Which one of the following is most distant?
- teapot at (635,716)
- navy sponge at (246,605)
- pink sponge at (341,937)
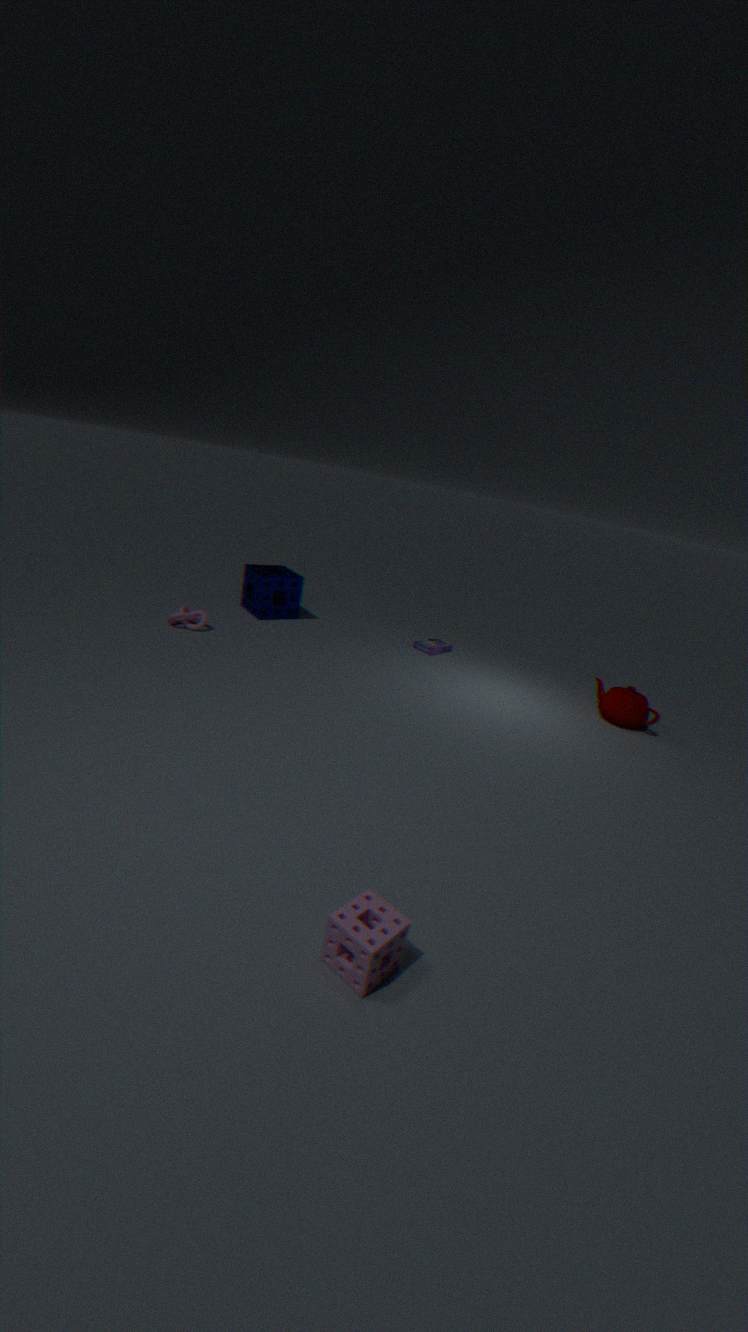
navy sponge at (246,605)
